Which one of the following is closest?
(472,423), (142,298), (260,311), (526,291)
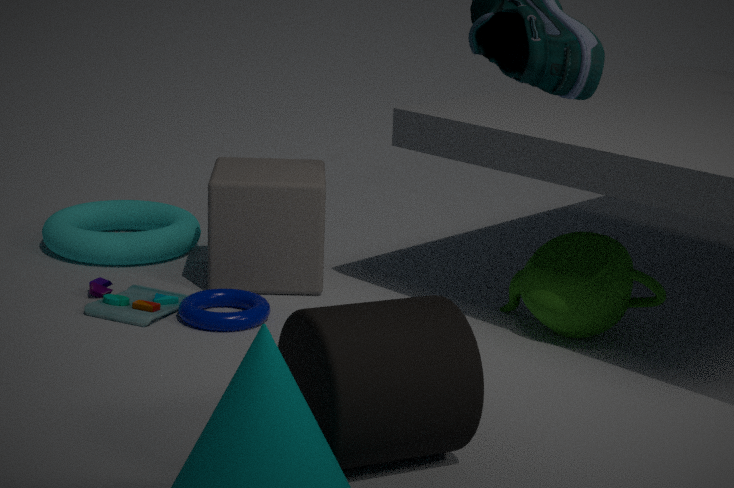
(472,423)
